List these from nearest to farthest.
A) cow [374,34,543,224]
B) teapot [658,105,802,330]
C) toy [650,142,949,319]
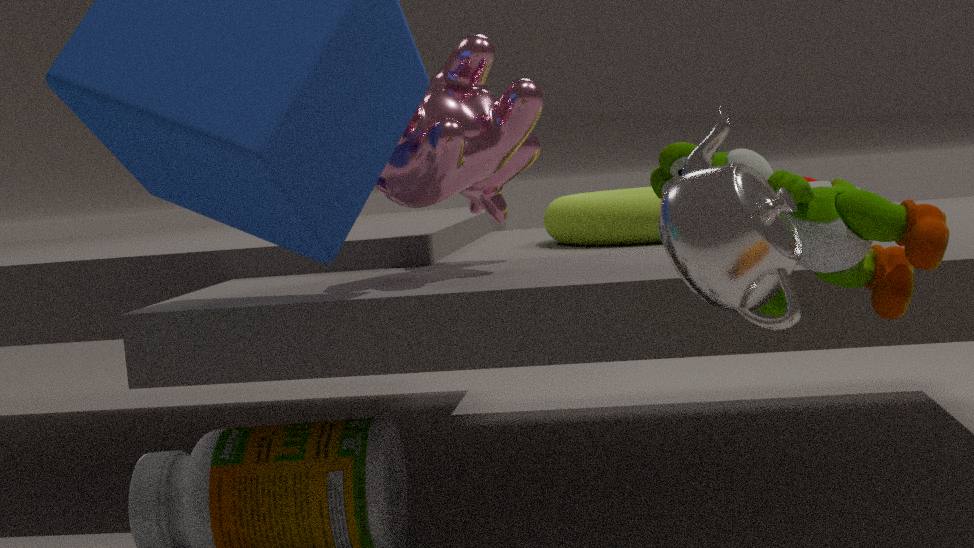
teapot [658,105,802,330], toy [650,142,949,319], cow [374,34,543,224]
